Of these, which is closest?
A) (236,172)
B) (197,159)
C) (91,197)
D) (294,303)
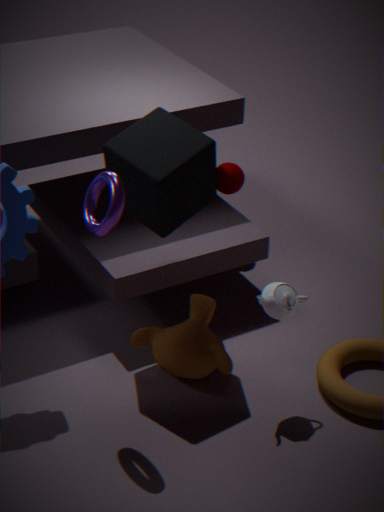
(91,197)
